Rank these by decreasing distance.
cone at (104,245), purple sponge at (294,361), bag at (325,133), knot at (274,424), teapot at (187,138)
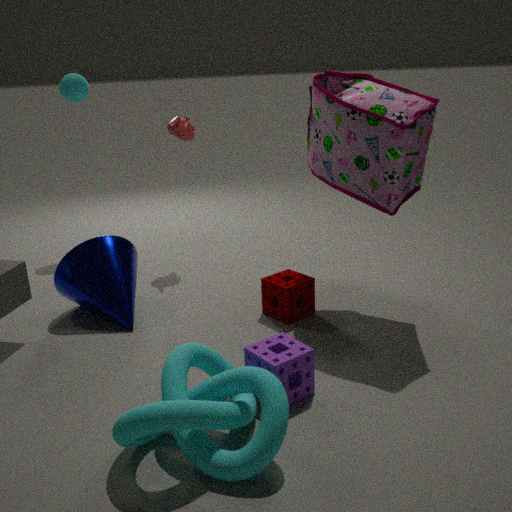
teapot at (187,138)
cone at (104,245)
bag at (325,133)
purple sponge at (294,361)
knot at (274,424)
